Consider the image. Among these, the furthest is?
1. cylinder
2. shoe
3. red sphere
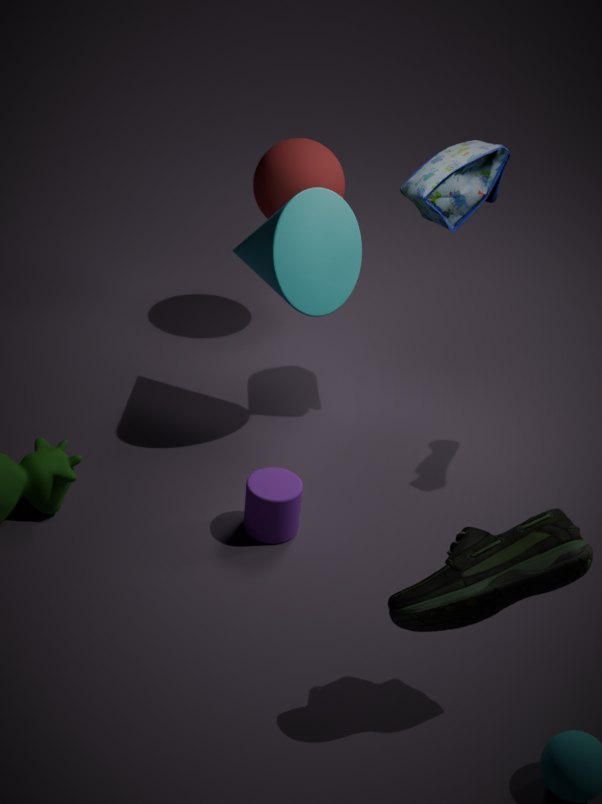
red sphere
